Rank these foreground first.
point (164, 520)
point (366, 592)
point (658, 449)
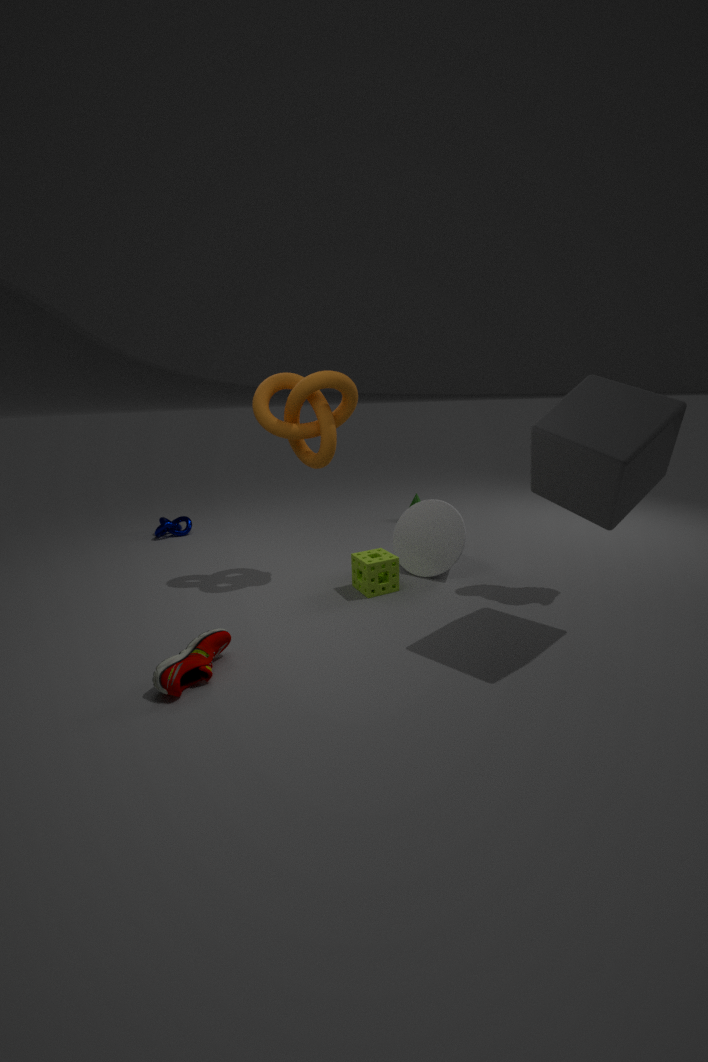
point (658, 449) → point (366, 592) → point (164, 520)
